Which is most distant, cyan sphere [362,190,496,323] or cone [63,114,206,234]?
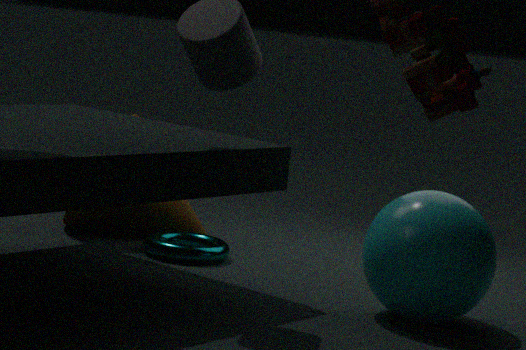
cone [63,114,206,234]
